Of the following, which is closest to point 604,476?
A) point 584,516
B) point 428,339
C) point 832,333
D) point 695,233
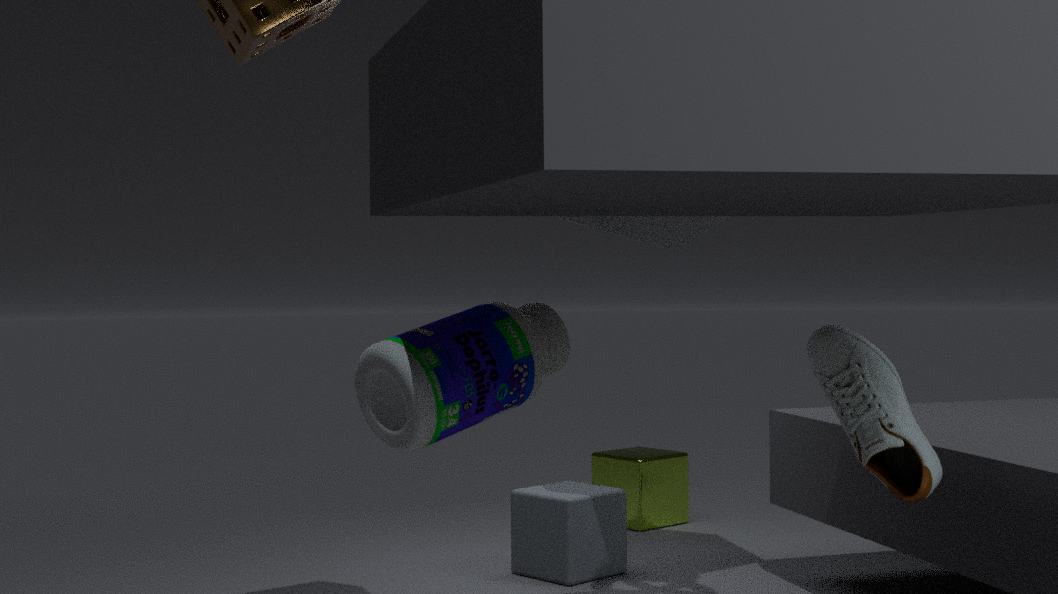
point 584,516
